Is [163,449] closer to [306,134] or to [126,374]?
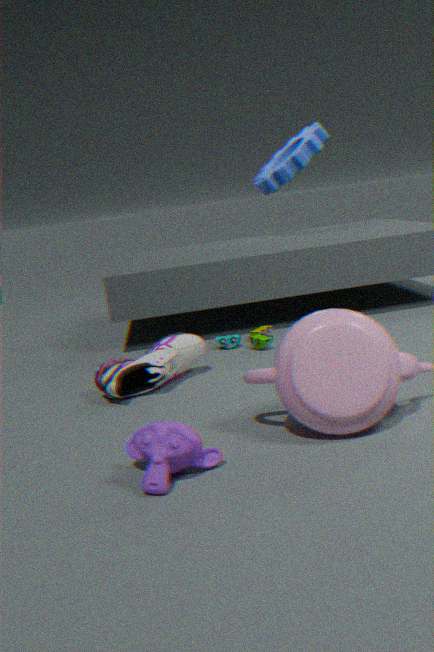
[126,374]
